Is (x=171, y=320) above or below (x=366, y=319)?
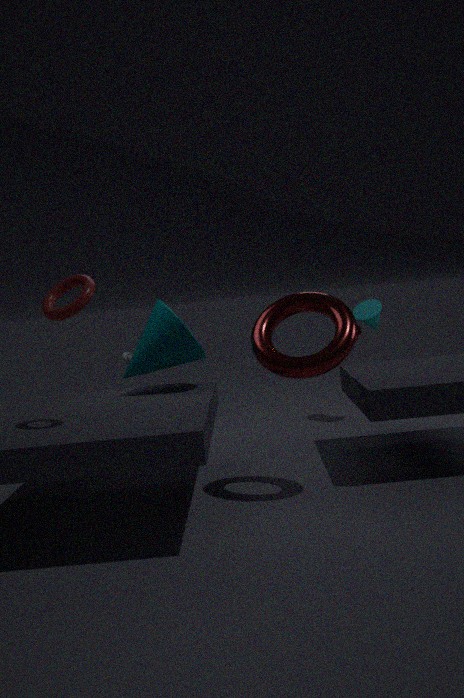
above
